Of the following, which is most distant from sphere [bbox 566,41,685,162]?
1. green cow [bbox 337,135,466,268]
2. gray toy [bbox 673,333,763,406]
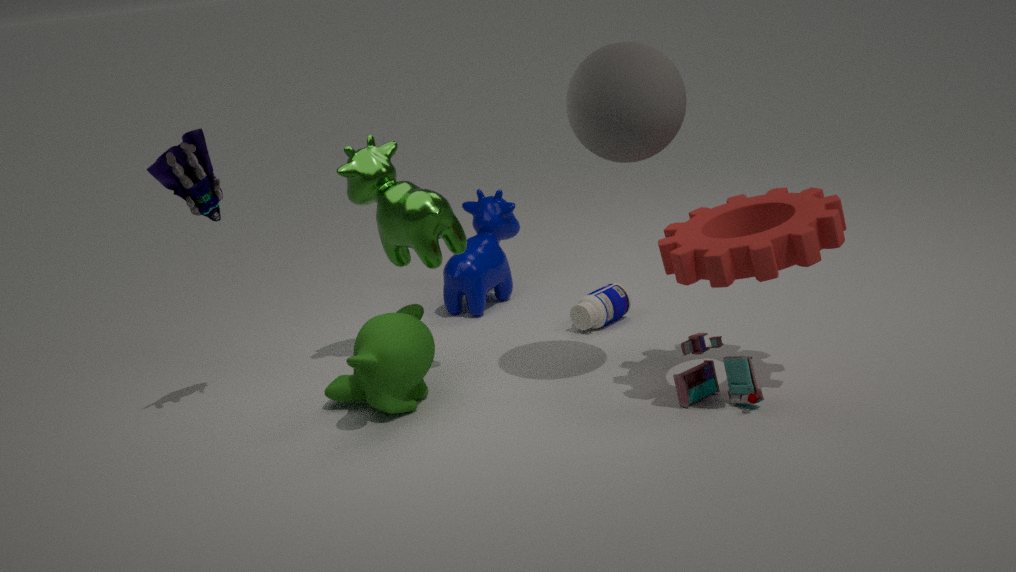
gray toy [bbox 673,333,763,406]
